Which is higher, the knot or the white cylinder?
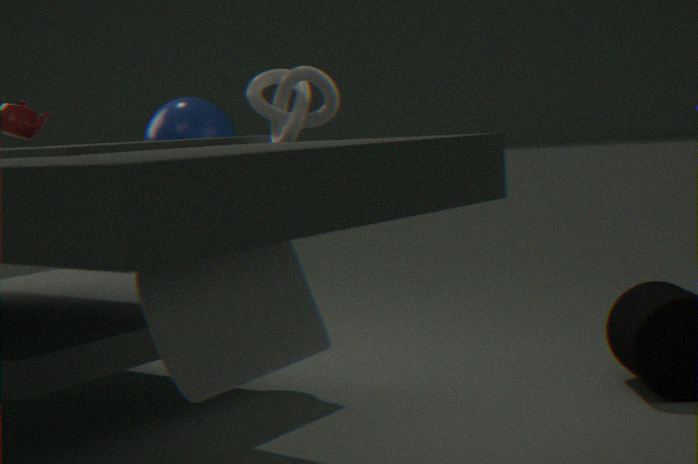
the knot
